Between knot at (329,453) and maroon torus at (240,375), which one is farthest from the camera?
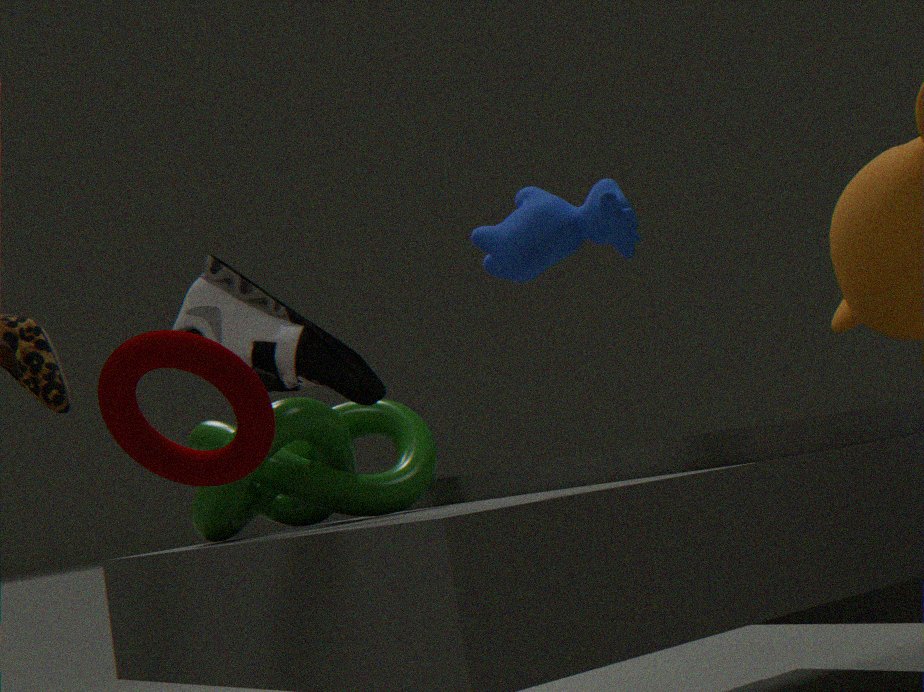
knot at (329,453)
